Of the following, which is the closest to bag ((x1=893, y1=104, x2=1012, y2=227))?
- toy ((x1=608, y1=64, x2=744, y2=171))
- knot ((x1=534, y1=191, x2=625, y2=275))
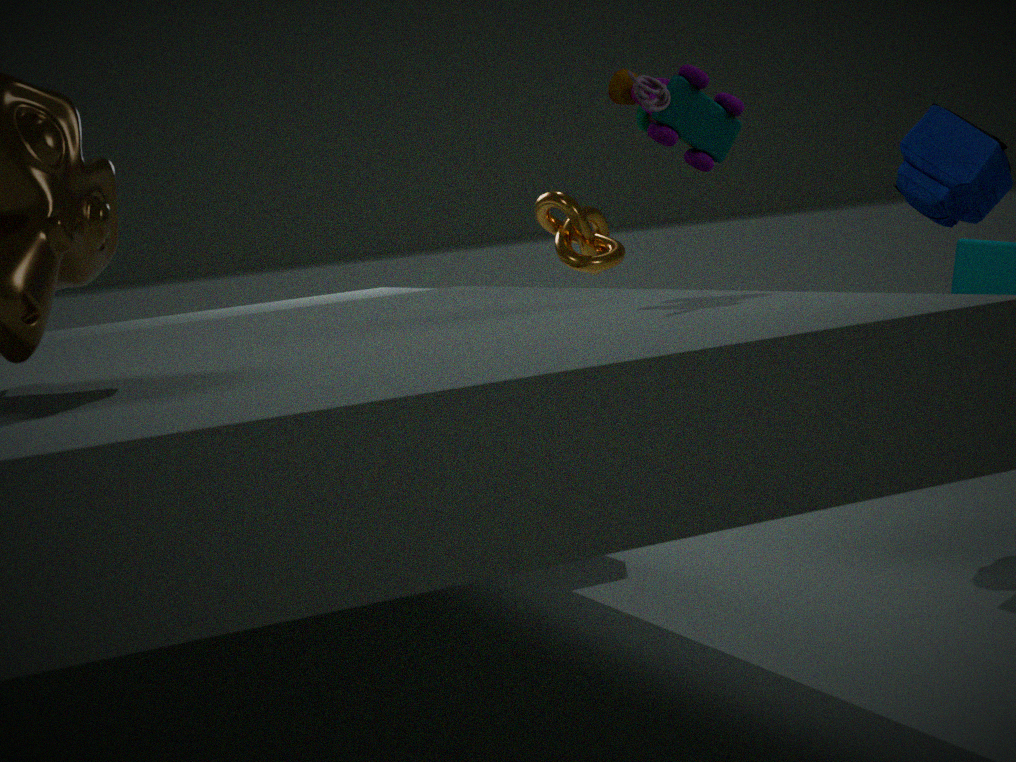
toy ((x1=608, y1=64, x2=744, y2=171))
